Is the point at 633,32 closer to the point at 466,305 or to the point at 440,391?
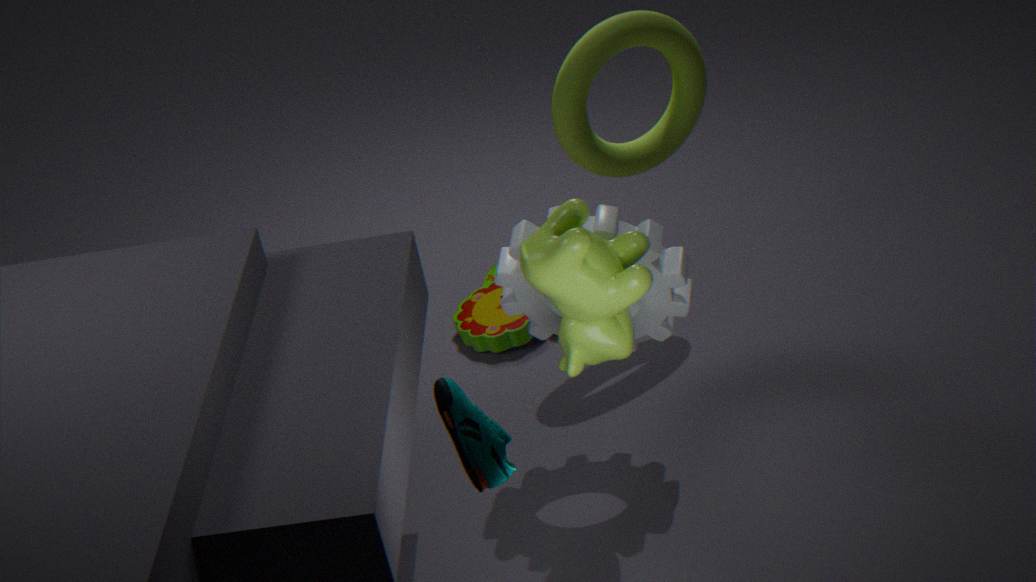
the point at 466,305
